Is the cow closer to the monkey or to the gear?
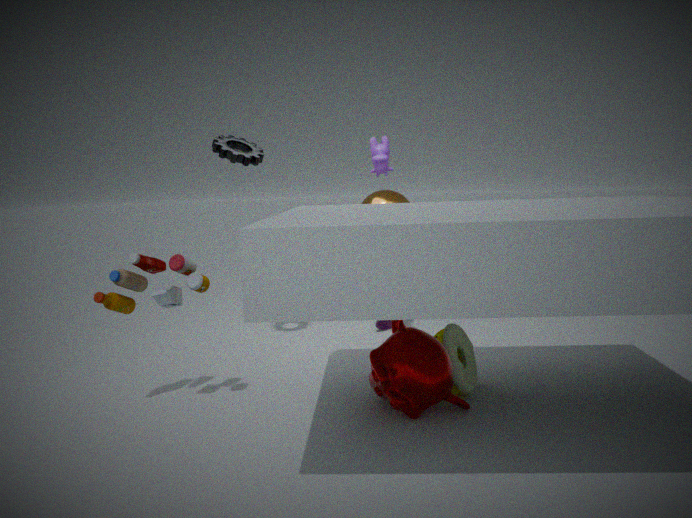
the gear
